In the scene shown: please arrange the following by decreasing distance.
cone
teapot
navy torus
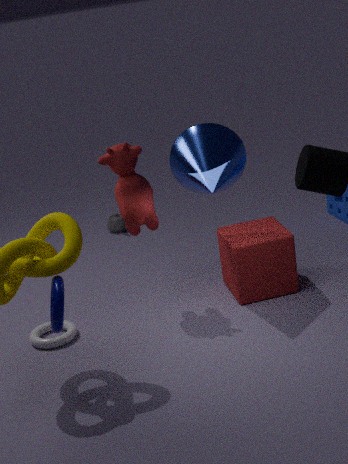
teapot, cone, navy torus
